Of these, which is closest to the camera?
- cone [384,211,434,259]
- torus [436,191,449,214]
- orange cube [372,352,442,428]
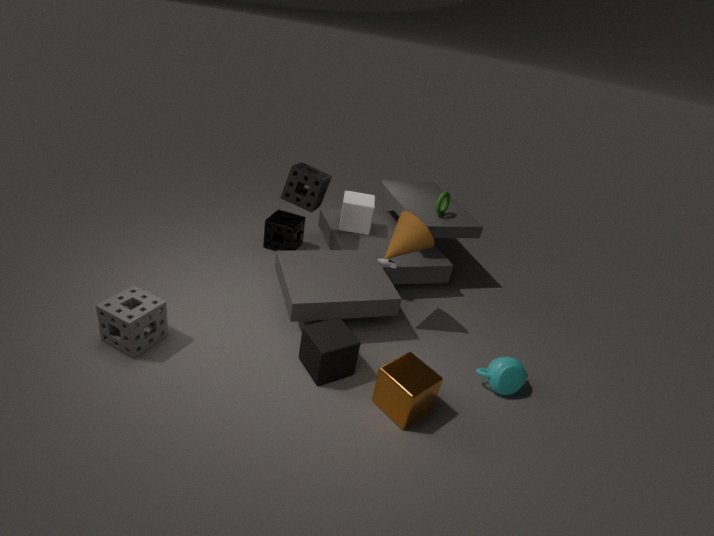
orange cube [372,352,442,428]
